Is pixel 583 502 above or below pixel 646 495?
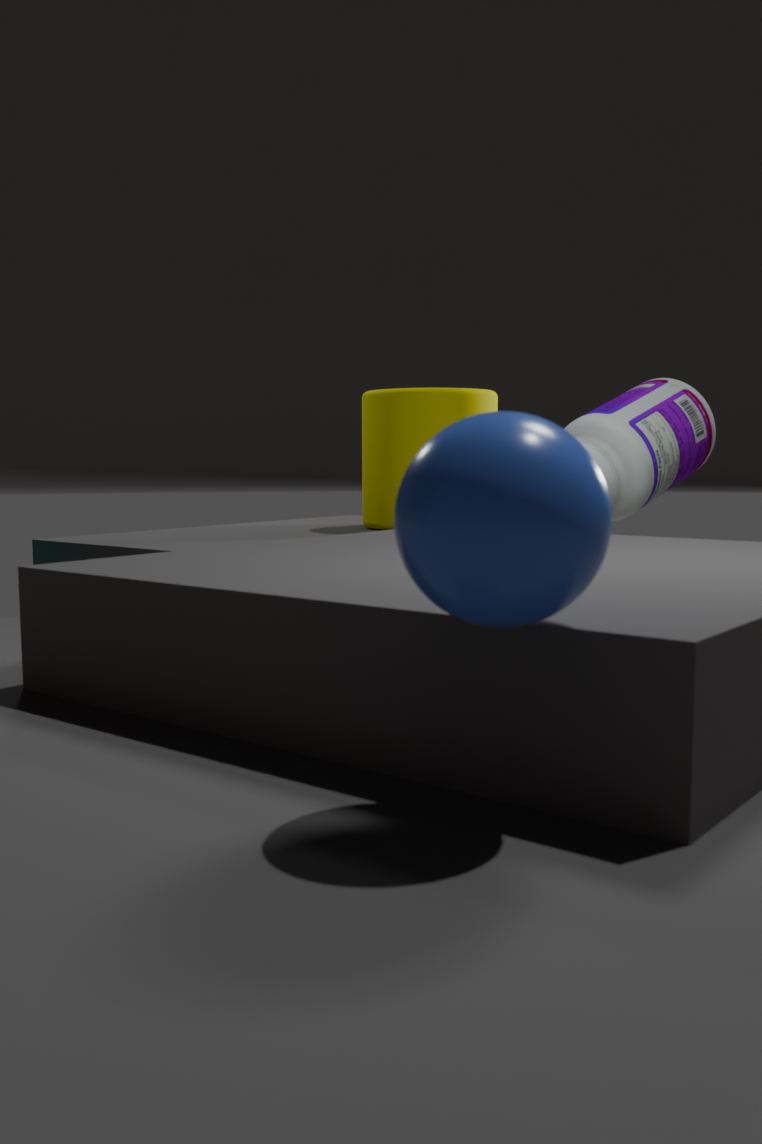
below
